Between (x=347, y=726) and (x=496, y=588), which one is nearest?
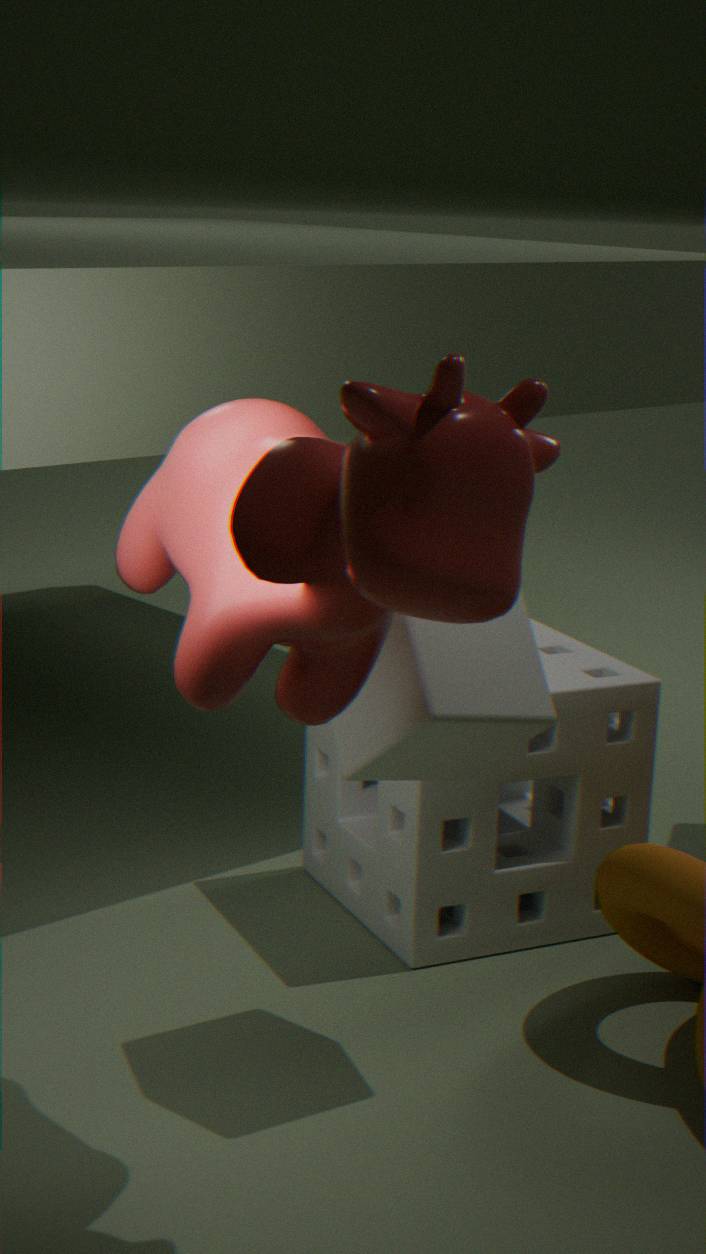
(x=496, y=588)
